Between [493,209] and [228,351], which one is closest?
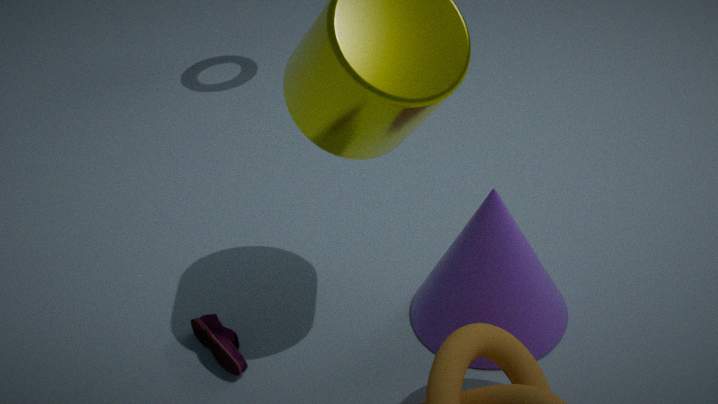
[493,209]
